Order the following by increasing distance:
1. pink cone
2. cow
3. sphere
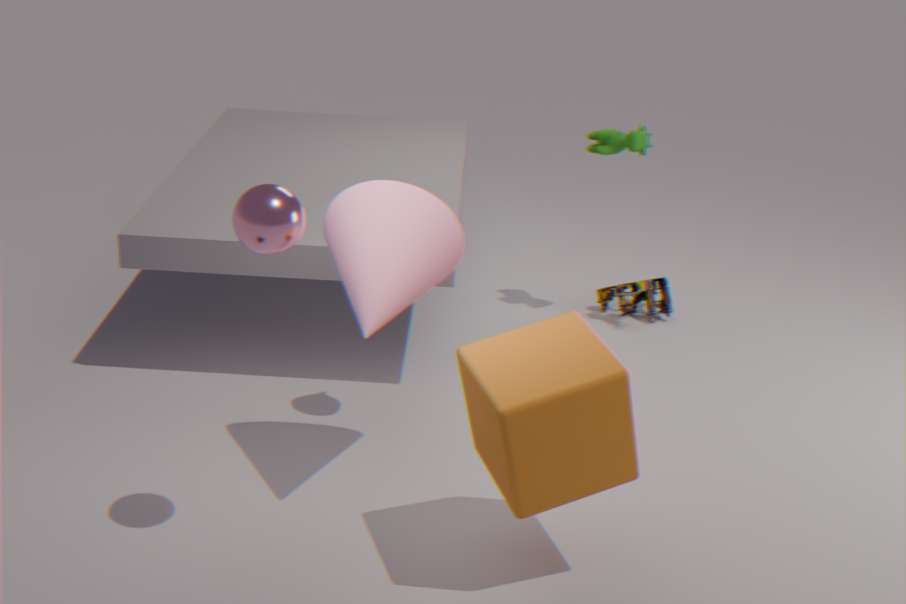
sphere < pink cone < cow
